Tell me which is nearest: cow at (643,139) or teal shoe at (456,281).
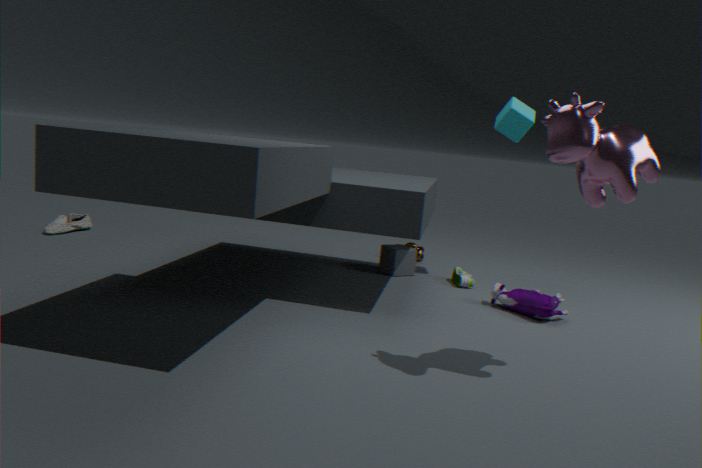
cow at (643,139)
